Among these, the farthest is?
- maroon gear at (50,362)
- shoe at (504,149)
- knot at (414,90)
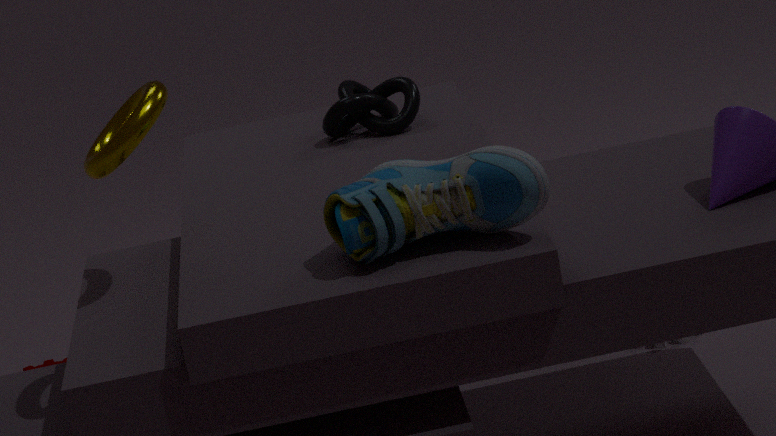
maroon gear at (50,362)
